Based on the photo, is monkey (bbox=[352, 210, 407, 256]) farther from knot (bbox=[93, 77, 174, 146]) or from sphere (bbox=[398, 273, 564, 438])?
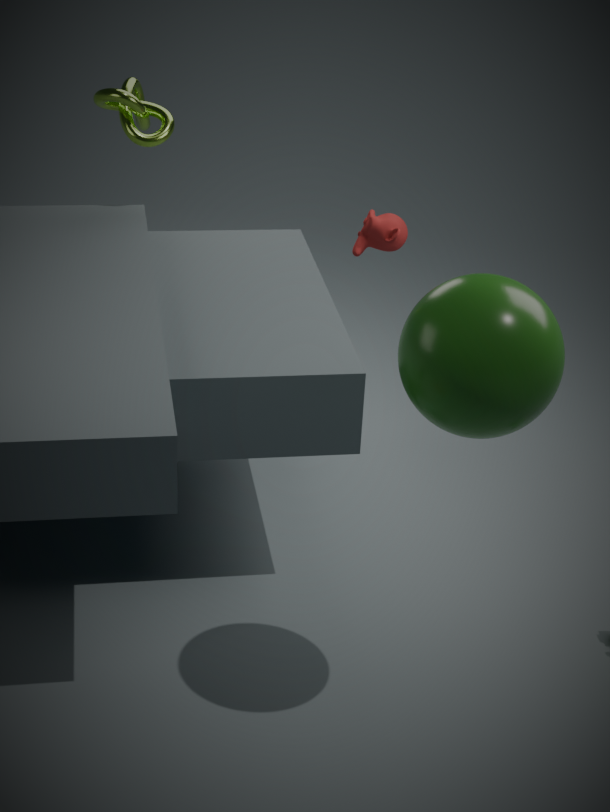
sphere (bbox=[398, 273, 564, 438])
